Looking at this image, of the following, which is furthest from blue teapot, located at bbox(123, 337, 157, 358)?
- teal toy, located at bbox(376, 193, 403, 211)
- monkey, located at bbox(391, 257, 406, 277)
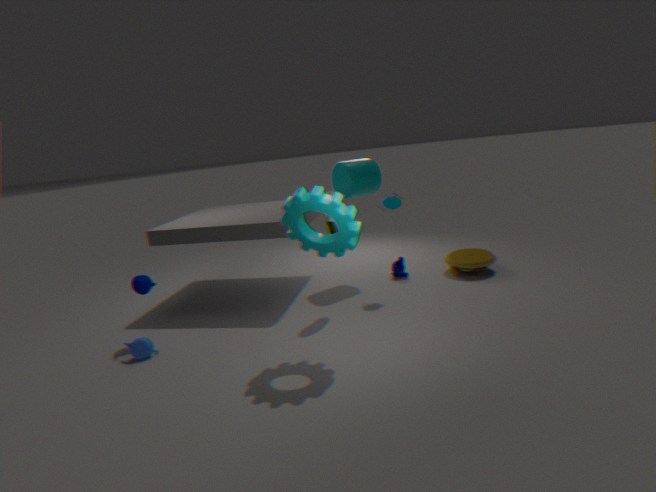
monkey, located at bbox(391, 257, 406, 277)
